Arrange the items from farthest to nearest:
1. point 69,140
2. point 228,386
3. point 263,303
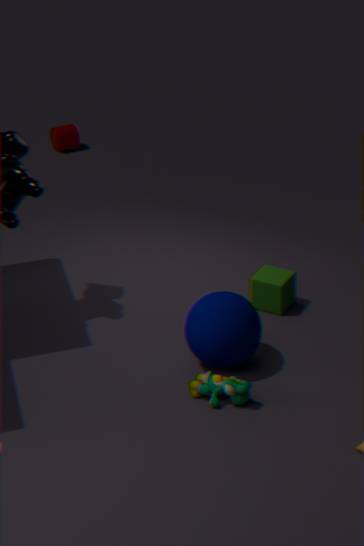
point 69,140
point 263,303
point 228,386
